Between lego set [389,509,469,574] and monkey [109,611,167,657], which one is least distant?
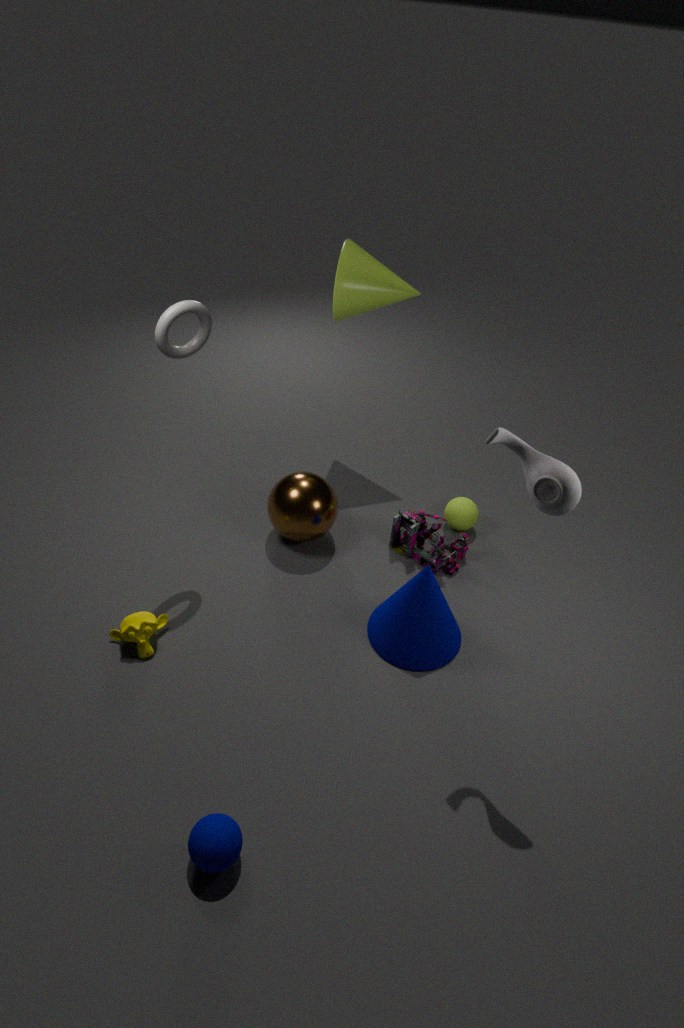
monkey [109,611,167,657]
